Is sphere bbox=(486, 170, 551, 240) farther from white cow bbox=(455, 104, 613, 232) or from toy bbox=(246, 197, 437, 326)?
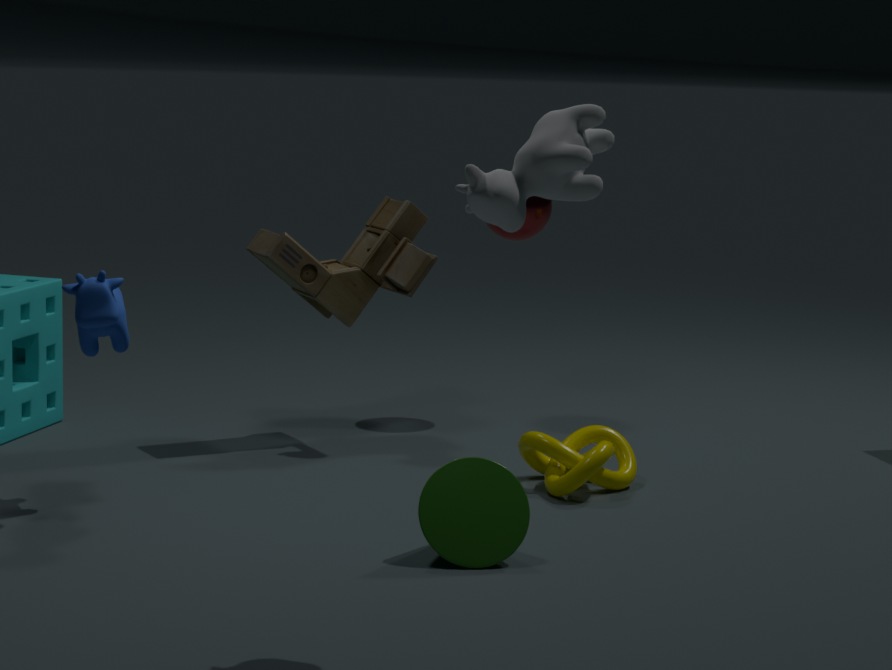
white cow bbox=(455, 104, 613, 232)
